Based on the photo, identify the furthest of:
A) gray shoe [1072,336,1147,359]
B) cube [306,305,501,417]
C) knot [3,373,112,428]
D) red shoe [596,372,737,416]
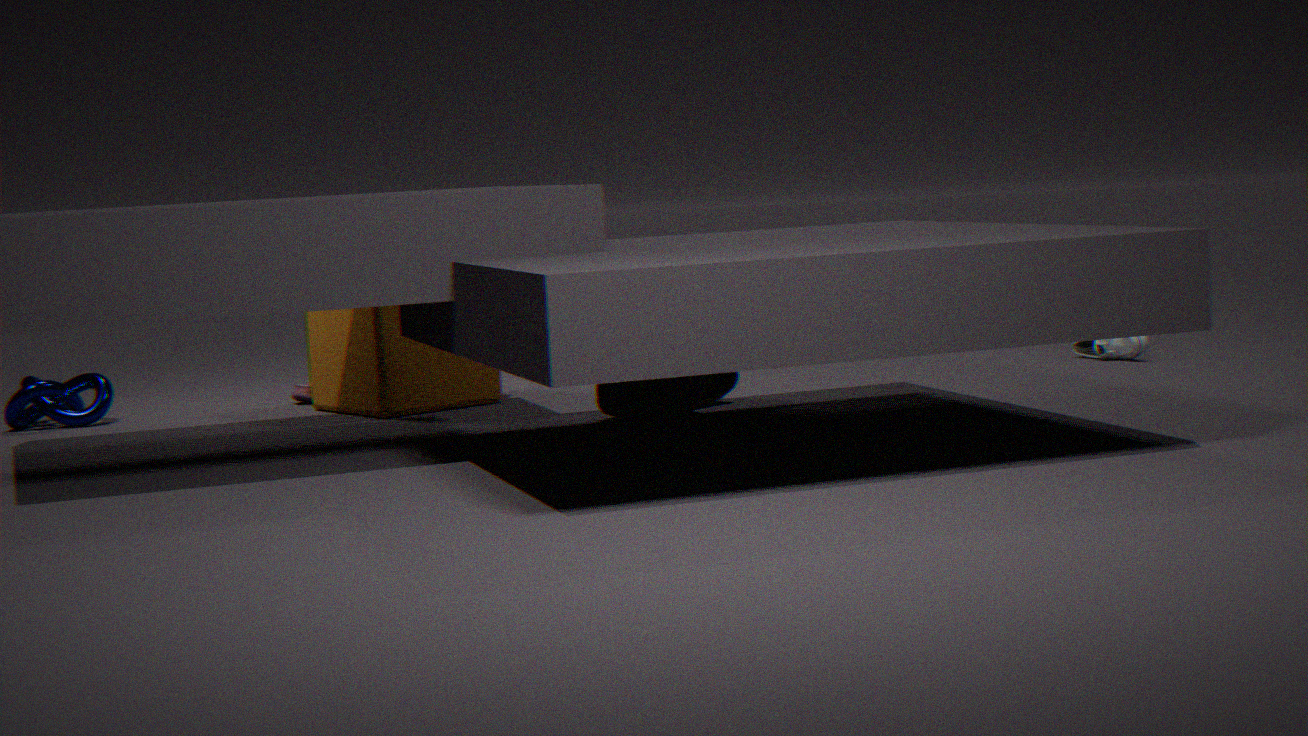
gray shoe [1072,336,1147,359]
